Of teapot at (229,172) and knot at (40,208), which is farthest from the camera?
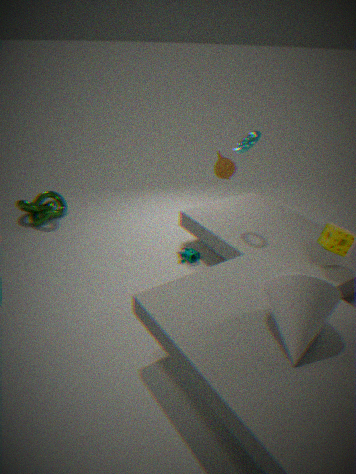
knot at (40,208)
